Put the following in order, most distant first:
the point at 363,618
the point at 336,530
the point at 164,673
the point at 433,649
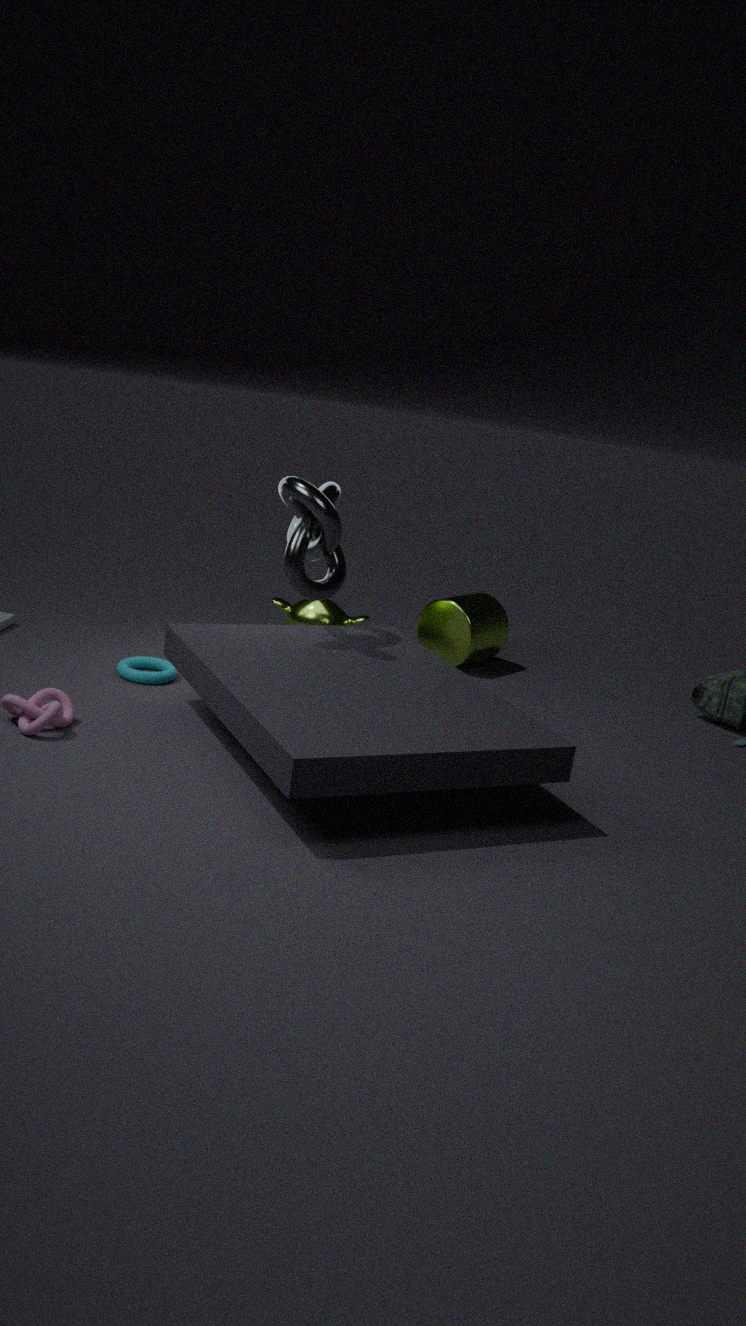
1. the point at 433,649
2. the point at 363,618
3. the point at 164,673
4. the point at 336,530
